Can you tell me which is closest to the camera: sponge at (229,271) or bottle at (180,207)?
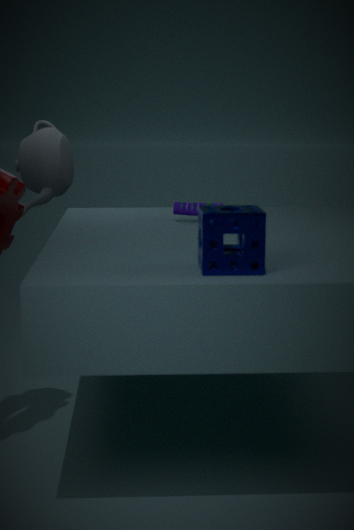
sponge at (229,271)
